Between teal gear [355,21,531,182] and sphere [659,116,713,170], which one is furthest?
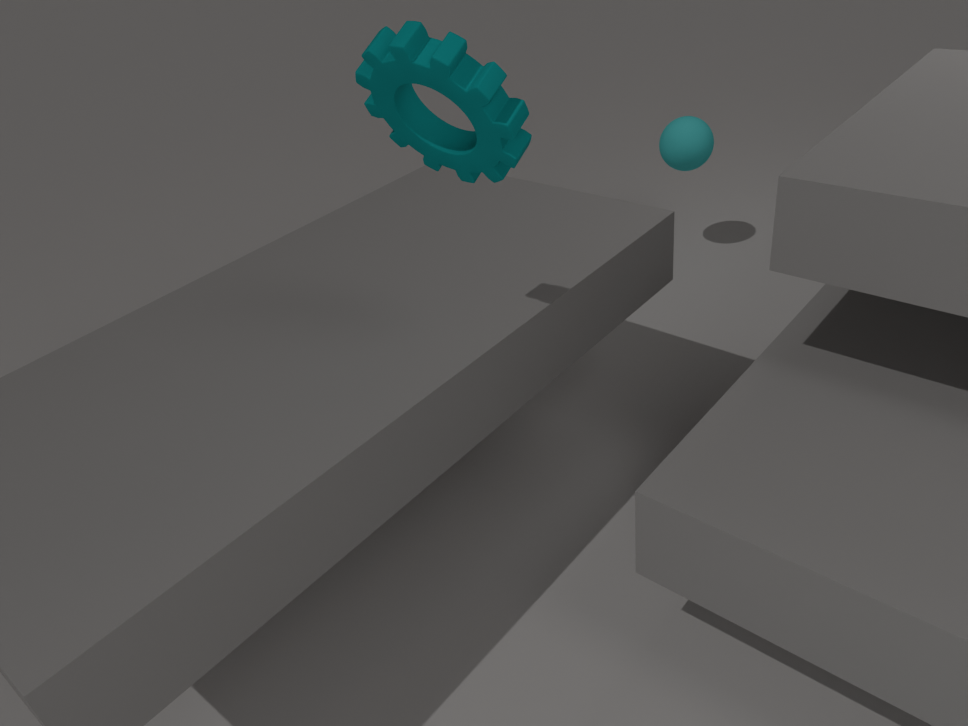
sphere [659,116,713,170]
